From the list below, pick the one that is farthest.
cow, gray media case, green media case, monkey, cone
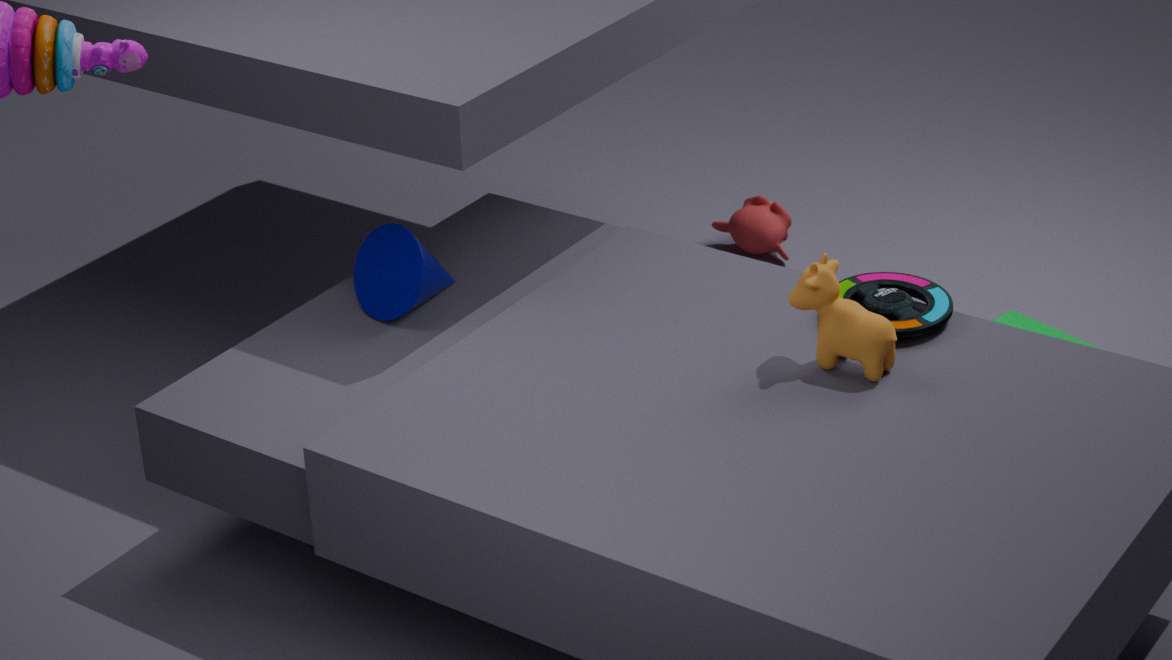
monkey
